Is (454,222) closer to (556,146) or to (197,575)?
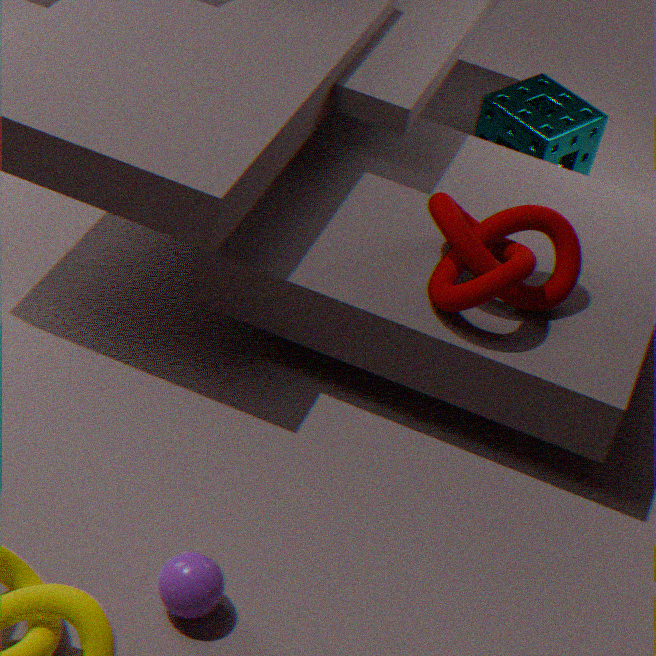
(556,146)
